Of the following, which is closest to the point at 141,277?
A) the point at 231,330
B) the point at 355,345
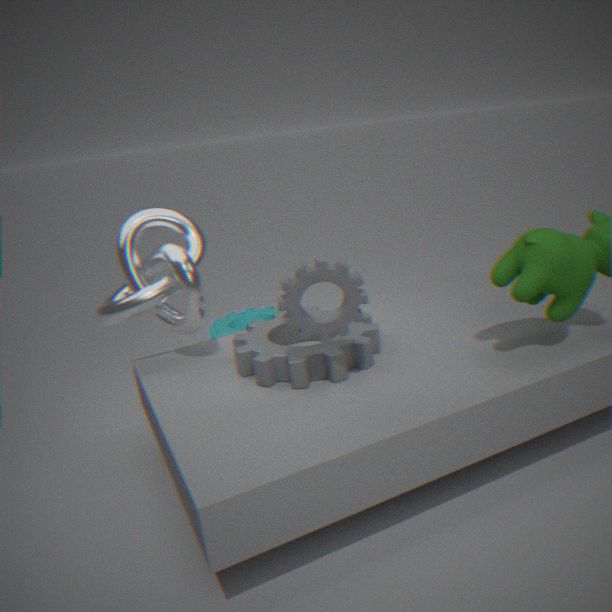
the point at 355,345
